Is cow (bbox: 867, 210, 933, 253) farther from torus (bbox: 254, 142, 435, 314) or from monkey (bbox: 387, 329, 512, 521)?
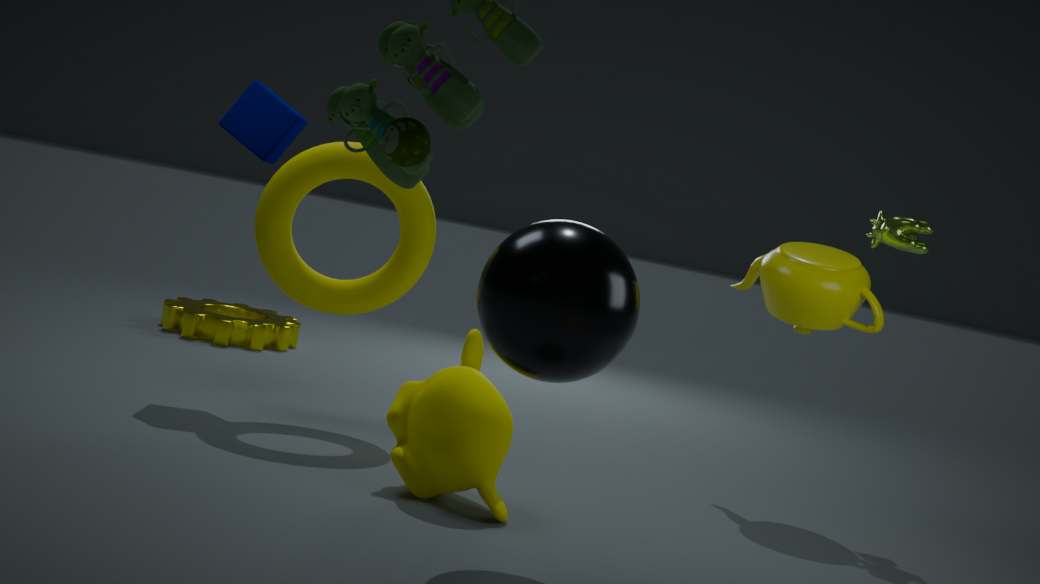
torus (bbox: 254, 142, 435, 314)
